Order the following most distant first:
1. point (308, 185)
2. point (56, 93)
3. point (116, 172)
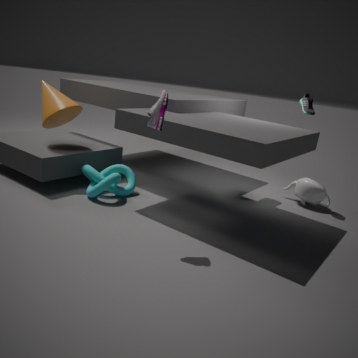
point (308, 185)
point (116, 172)
point (56, 93)
